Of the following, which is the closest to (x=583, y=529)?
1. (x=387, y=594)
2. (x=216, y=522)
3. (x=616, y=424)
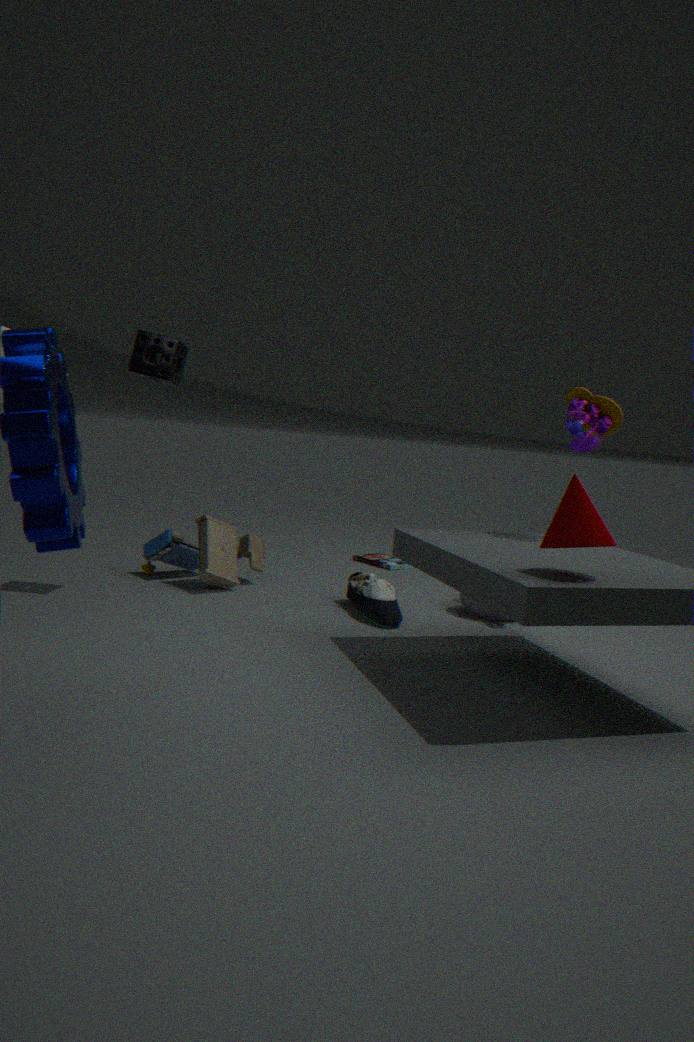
(x=616, y=424)
